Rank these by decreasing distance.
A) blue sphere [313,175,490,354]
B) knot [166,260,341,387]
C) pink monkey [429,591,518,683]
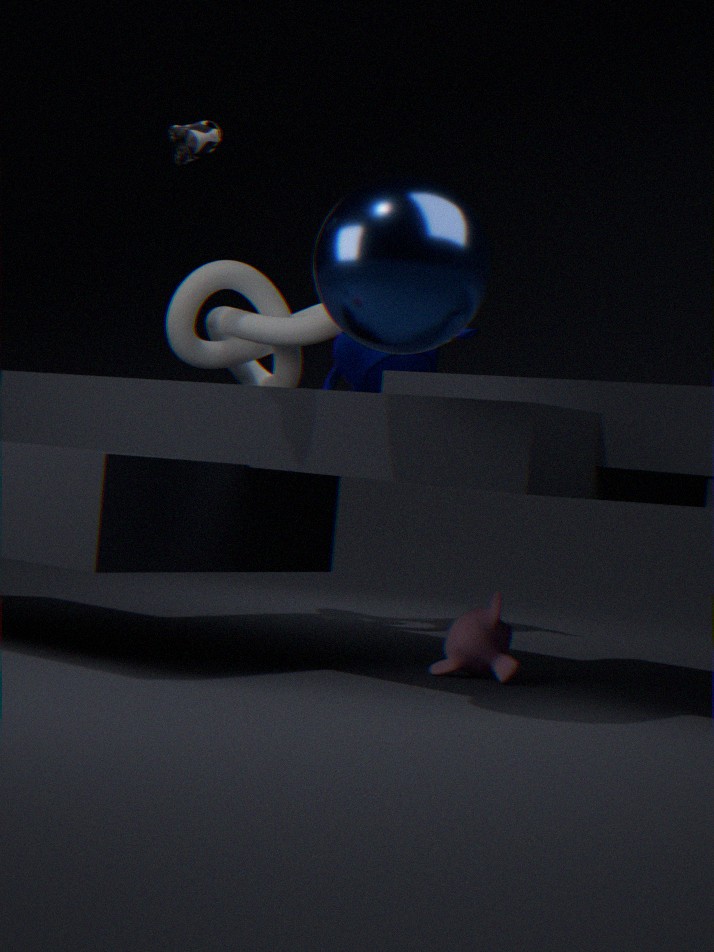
knot [166,260,341,387] < pink monkey [429,591,518,683] < blue sphere [313,175,490,354]
